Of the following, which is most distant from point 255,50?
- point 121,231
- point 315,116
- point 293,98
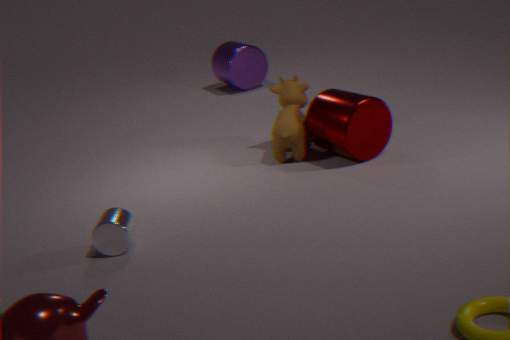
point 121,231
